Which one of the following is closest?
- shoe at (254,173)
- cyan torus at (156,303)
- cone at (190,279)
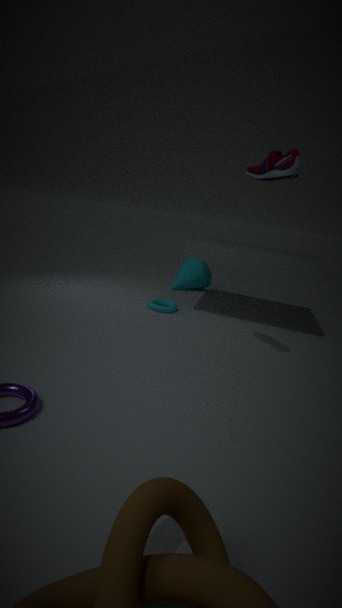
shoe at (254,173)
